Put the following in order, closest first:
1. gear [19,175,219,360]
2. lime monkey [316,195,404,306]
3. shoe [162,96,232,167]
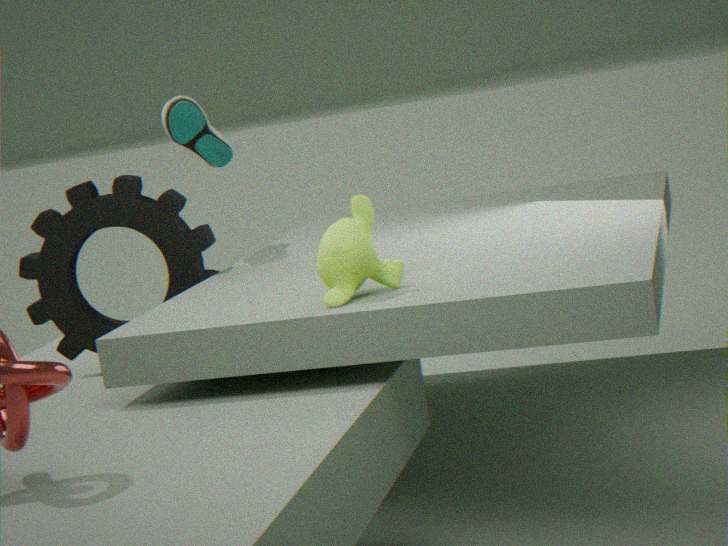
lime monkey [316,195,404,306] → gear [19,175,219,360] → shoe [162,96,232,167]
